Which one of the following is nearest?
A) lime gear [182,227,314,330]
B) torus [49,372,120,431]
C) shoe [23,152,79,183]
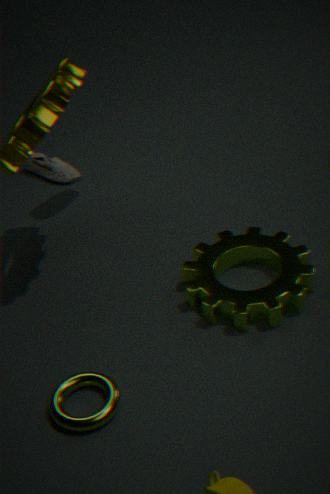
torus [49,372,120,431]
